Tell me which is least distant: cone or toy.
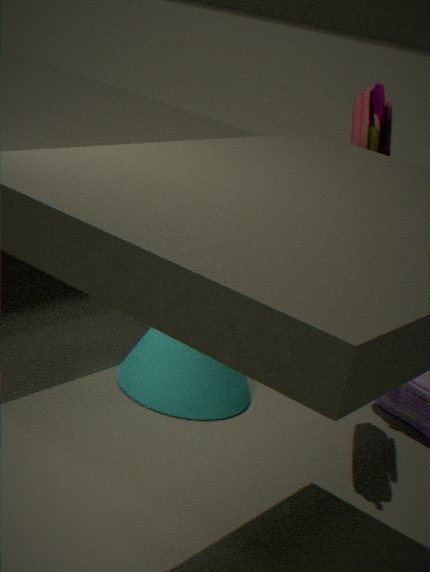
toy
